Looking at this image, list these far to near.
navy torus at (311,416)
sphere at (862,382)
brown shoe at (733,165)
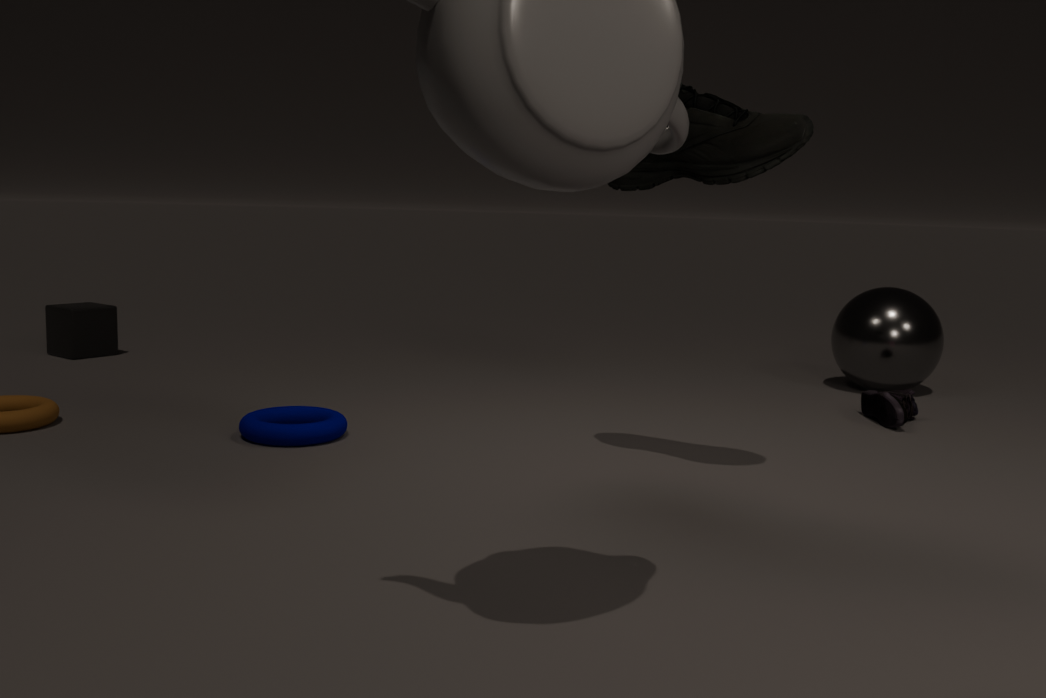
sphere at (862,382), navy torus at (311,416), brown shoe at (733,165)
